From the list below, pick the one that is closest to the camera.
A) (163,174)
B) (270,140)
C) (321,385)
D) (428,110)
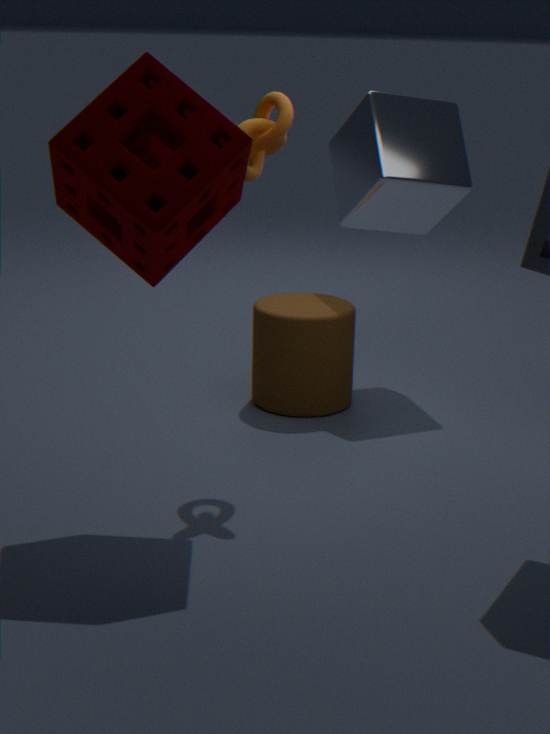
(163,174)
